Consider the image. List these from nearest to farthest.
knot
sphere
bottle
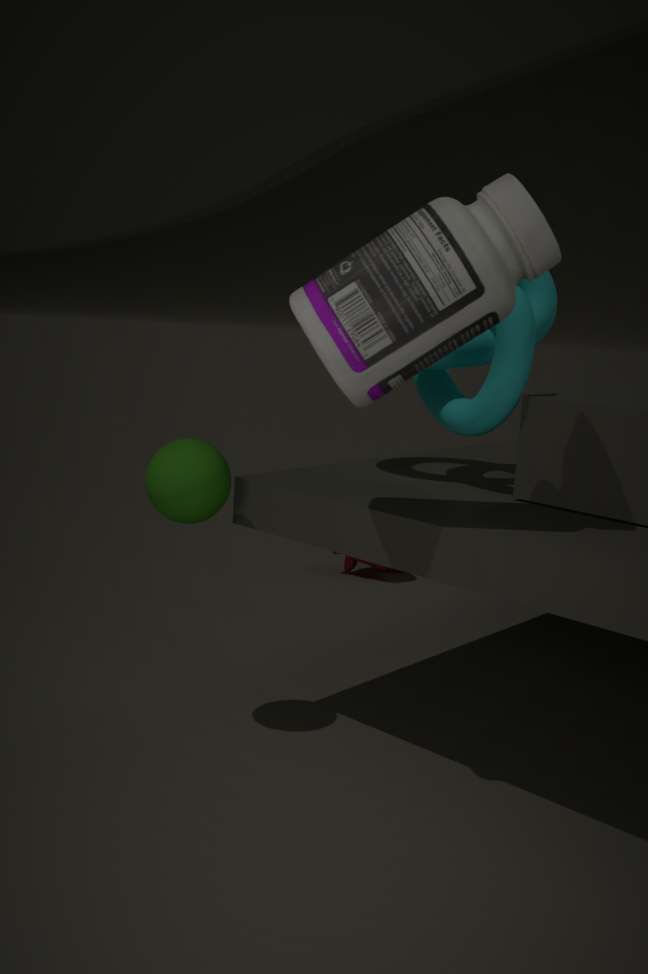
1. bottle
2. sphere
3. knot
